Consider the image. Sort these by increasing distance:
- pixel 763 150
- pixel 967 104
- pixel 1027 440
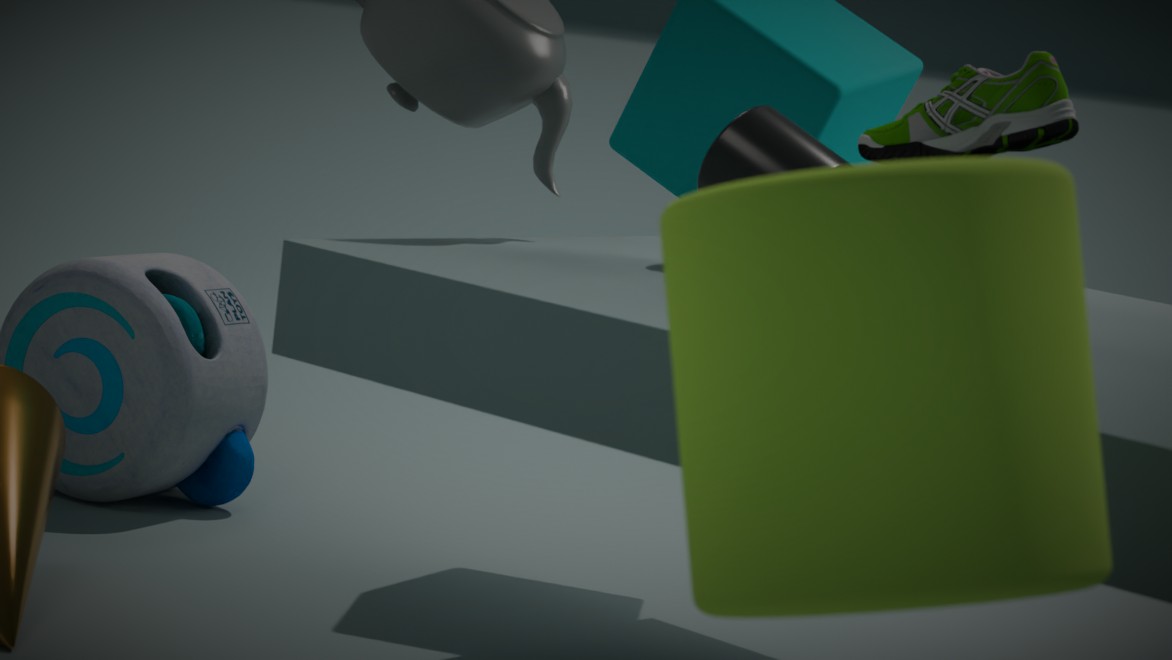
pixel 1027 440 → pixel 967 104 → pixel 763 150
